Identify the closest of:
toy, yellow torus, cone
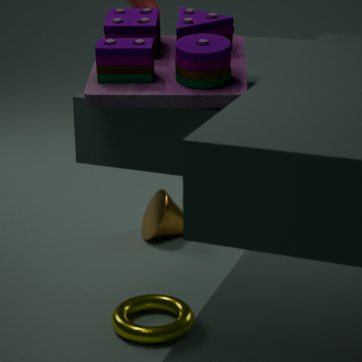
toy
